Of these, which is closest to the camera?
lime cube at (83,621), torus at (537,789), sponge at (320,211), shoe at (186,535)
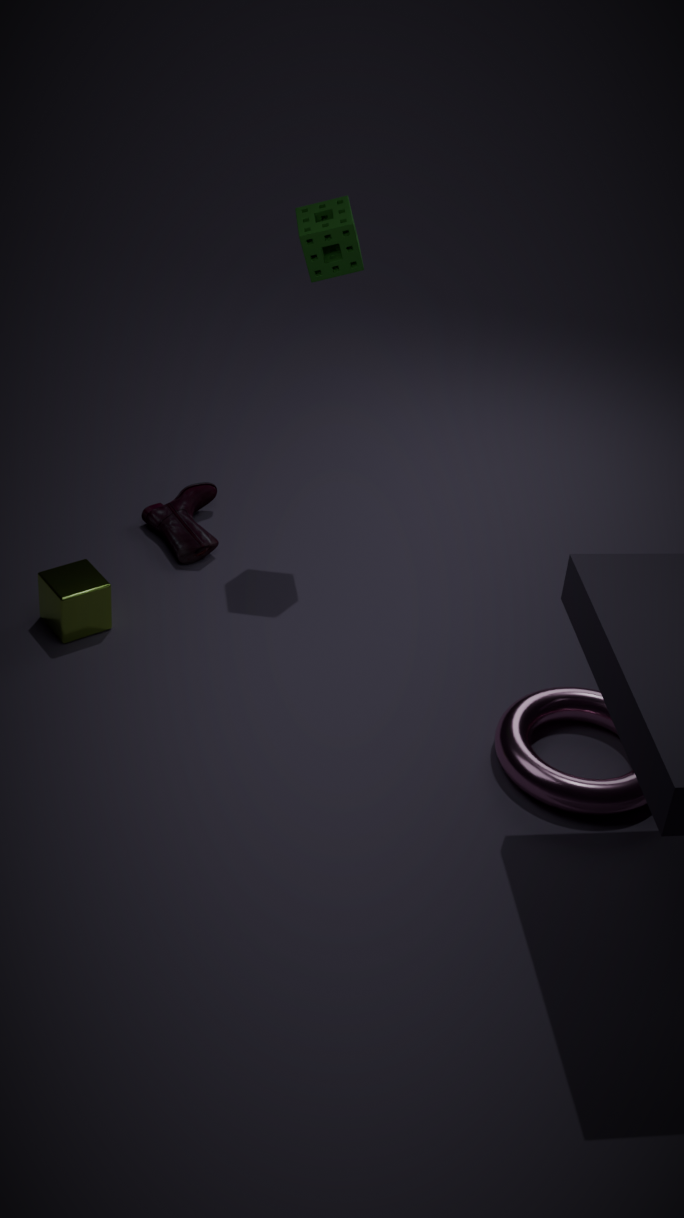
torus at (537,789)
